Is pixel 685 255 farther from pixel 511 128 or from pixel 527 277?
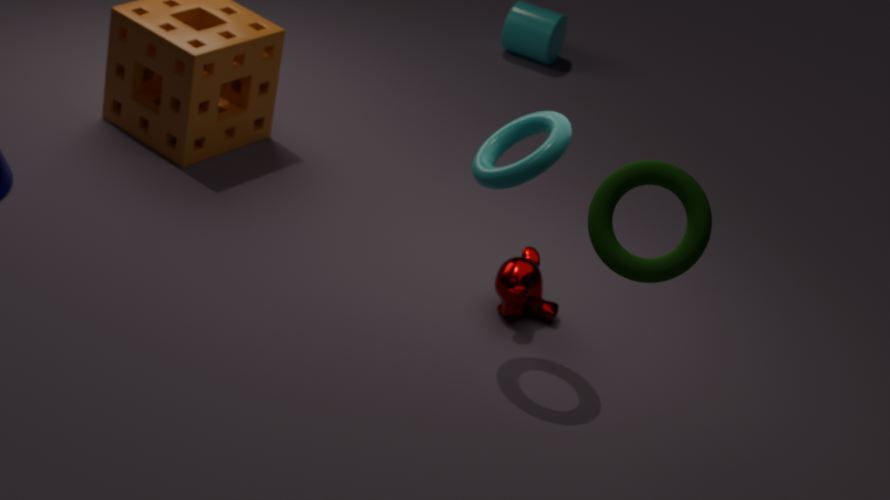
pixel 527 277
